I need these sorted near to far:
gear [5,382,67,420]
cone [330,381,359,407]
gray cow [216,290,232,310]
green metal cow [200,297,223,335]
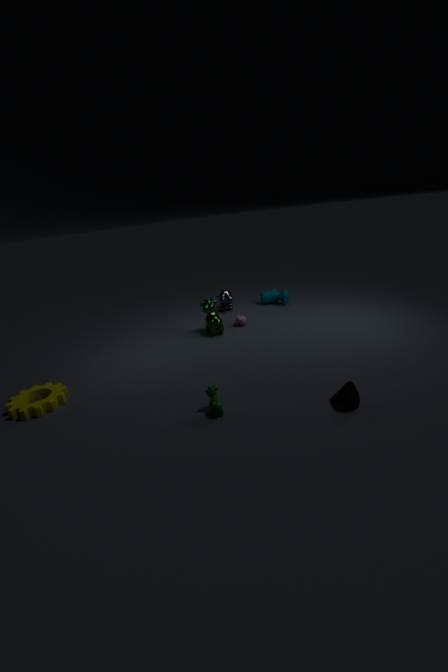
cone [330,381,359,407] < gear [5,382,67,420] < green metal cow [200,297,223,335] < gray cow [216,290,232,310]
